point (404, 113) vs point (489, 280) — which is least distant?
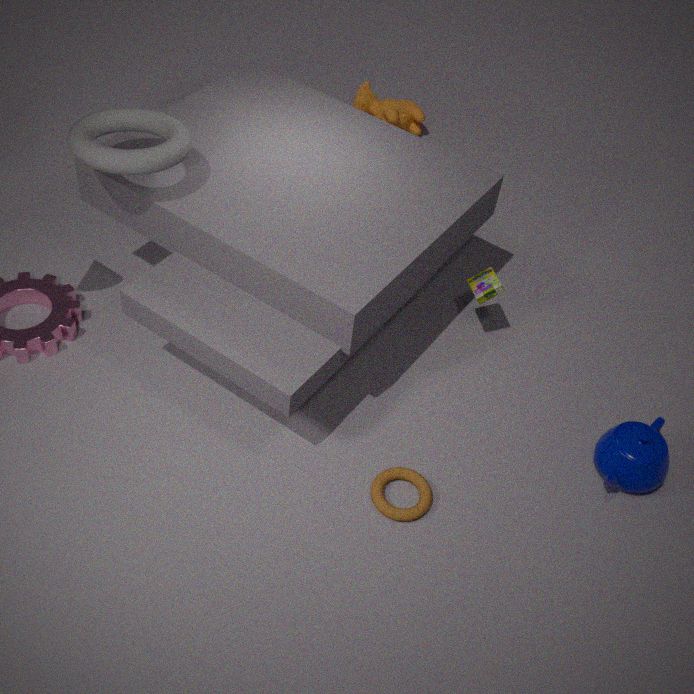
point (489, 280)
